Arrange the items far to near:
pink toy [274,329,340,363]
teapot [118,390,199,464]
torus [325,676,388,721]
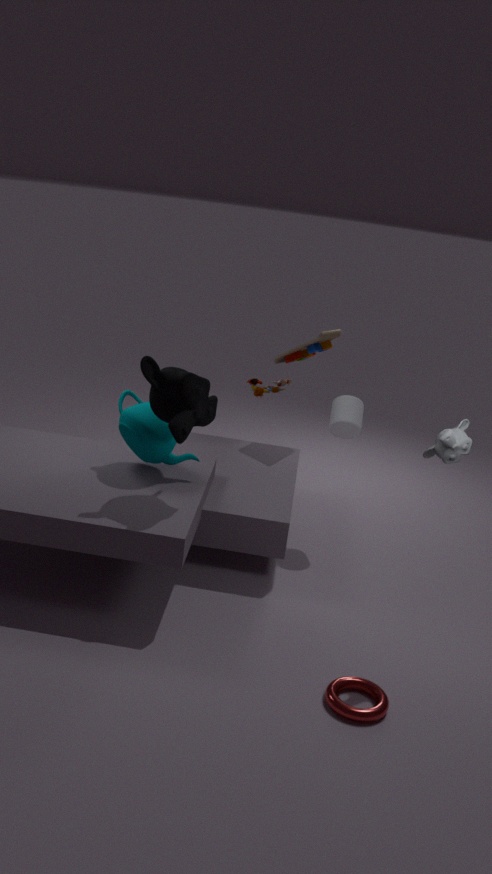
pink toy [274,329,340,363] < teapot [118,390,199,464] < torus [325,676,388,721]
